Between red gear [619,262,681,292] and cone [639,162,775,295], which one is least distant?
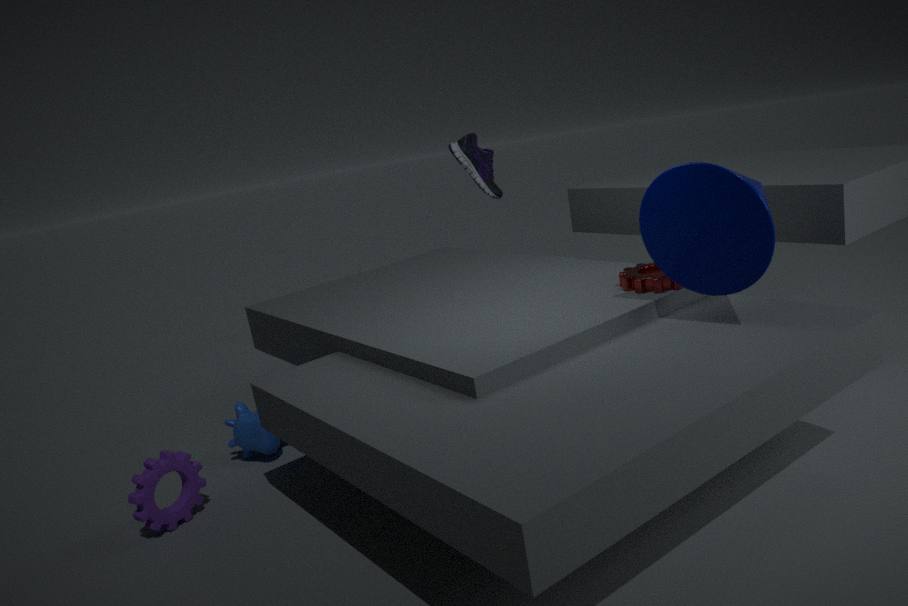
cone [639,162,775,295]
